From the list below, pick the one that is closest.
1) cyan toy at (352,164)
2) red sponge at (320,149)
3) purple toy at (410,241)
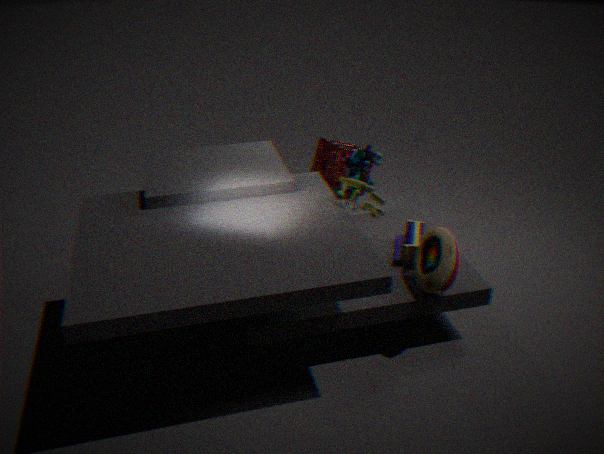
3. purple toy at (410,241)
